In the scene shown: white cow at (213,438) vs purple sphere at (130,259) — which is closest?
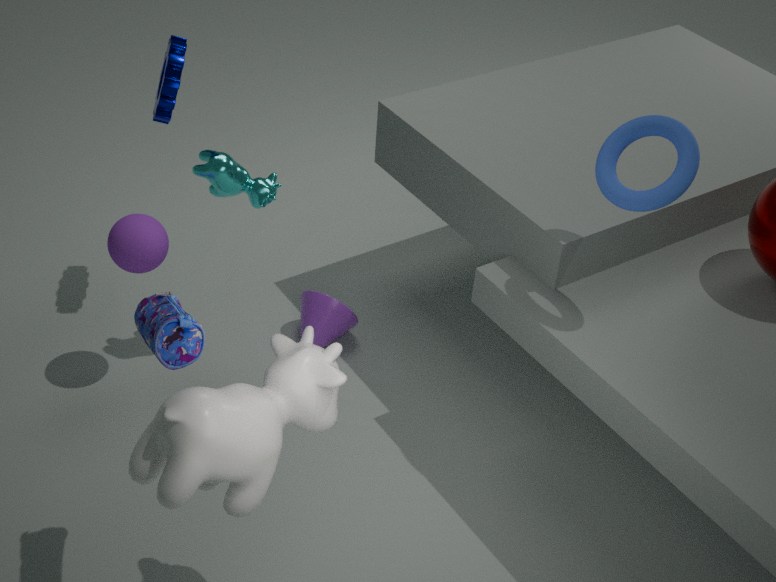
white cow at (213,438)
